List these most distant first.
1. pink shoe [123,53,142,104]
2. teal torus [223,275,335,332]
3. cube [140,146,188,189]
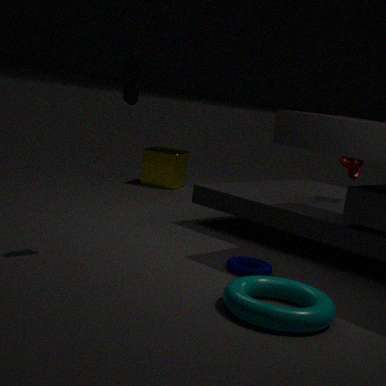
cube [140,146,188,189] < pink shoe [123,53,142,104] < teal torus [223,275,335,332]
